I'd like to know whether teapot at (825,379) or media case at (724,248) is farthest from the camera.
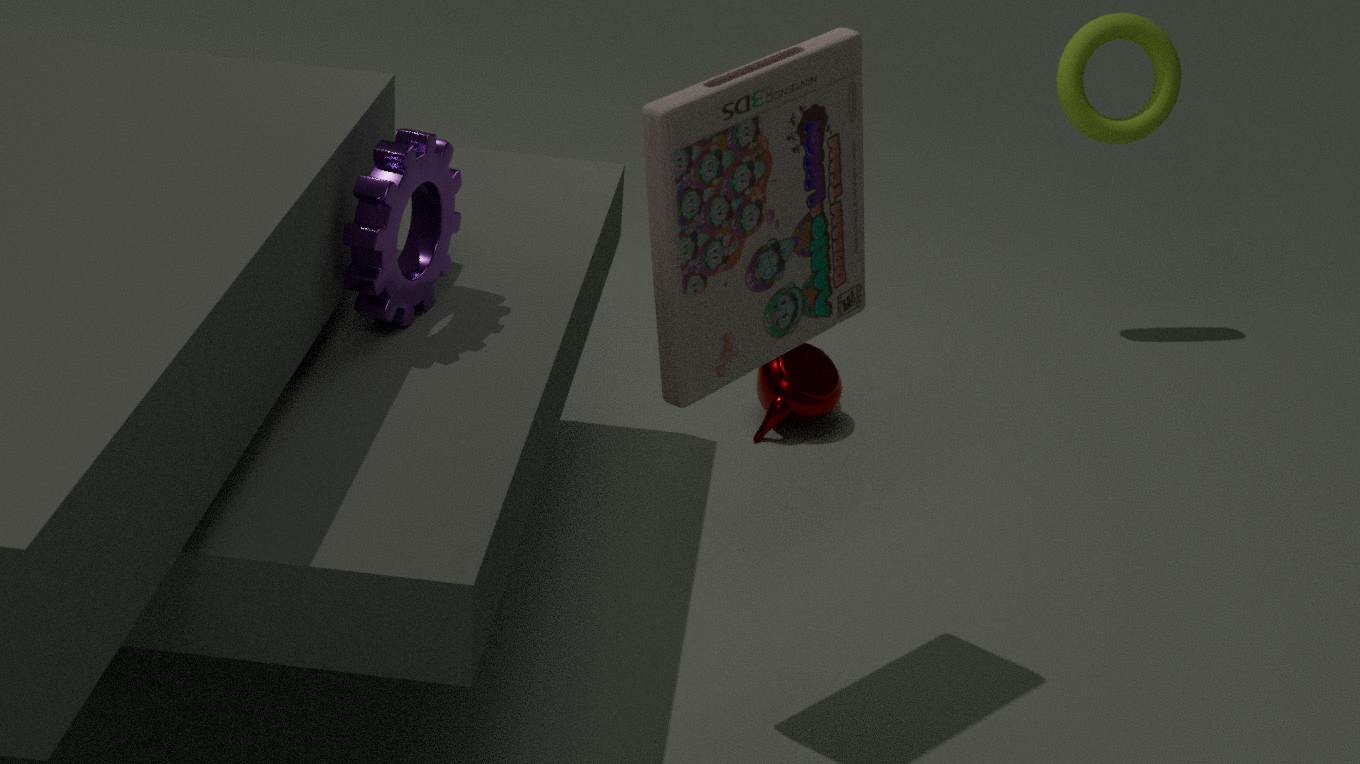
teapot at (825,379)
